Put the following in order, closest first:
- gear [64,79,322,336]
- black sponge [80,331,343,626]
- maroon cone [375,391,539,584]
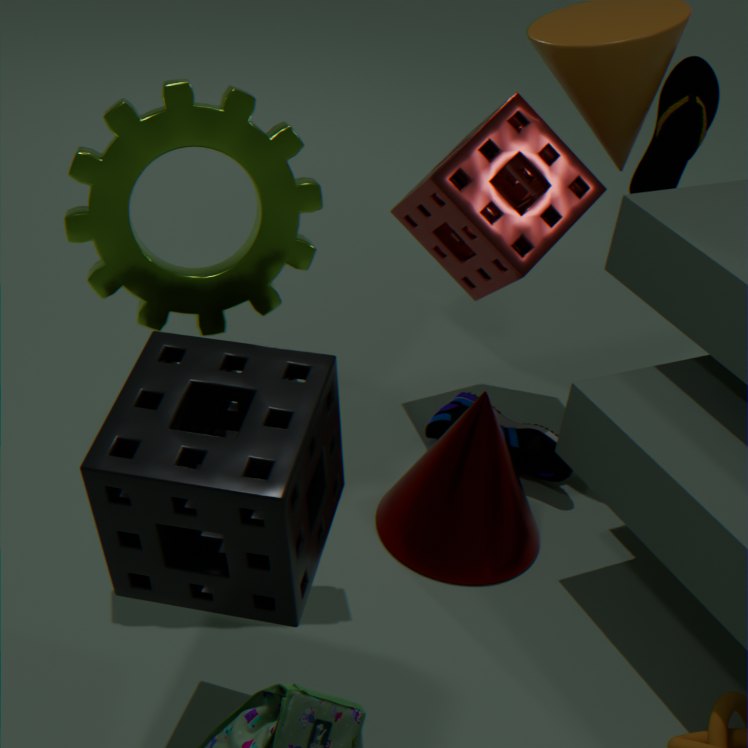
1. black sponge [80,331,343,626]
2. gear [64,79,322,336]
3. maroon cone [375,391,539,584]
